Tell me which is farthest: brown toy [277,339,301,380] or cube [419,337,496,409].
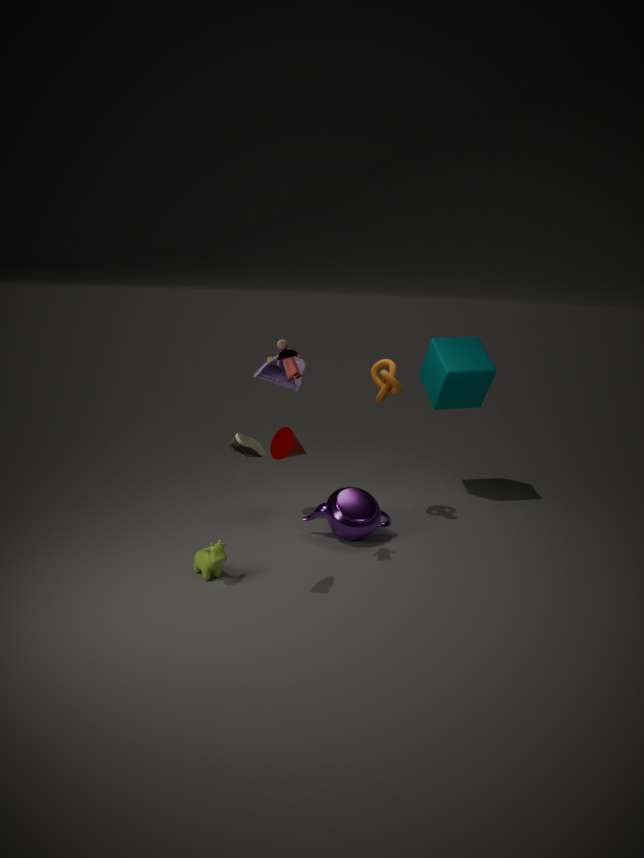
cube [419,337,496,409]
